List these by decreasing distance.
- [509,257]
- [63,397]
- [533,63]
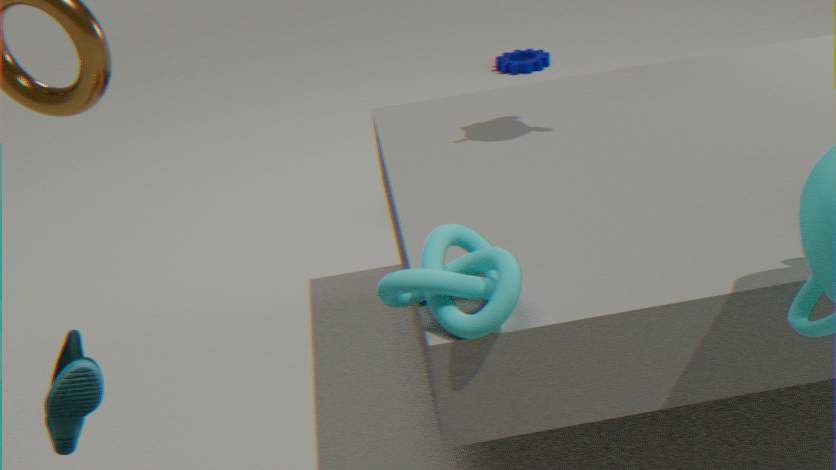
[533,63], [509,257], [63,397]
